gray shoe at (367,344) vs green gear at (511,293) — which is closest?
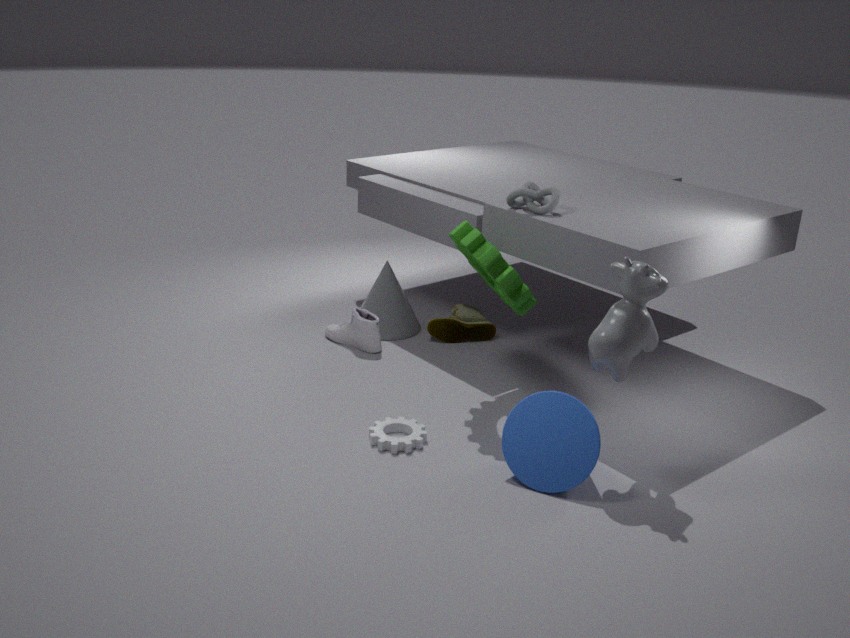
green gear at (511,293)
